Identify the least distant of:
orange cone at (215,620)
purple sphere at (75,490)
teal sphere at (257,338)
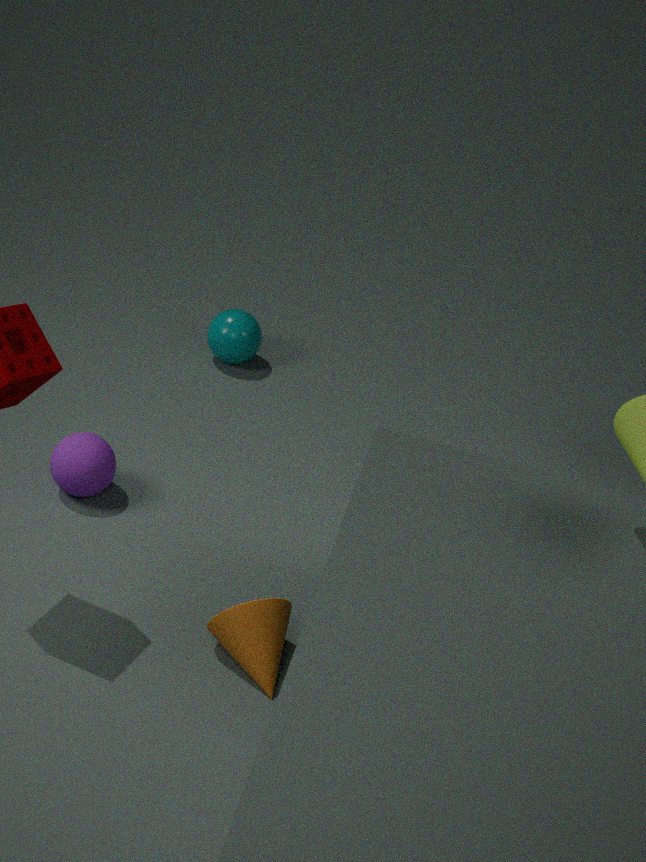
orange cone at (215,620)
